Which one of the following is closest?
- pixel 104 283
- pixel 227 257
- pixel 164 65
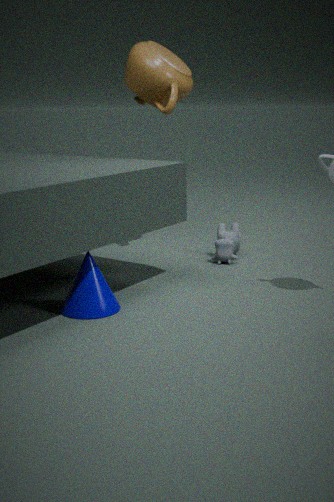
pixel 104 283
